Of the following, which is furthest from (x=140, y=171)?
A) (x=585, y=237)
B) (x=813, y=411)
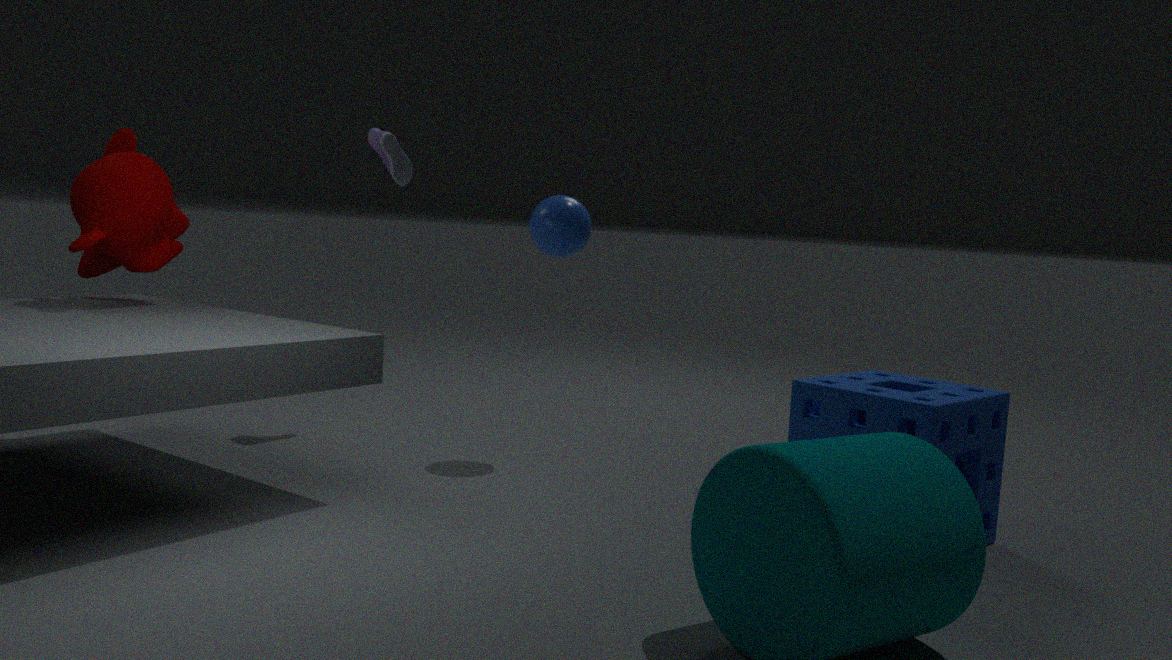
(x=813, y=411)
